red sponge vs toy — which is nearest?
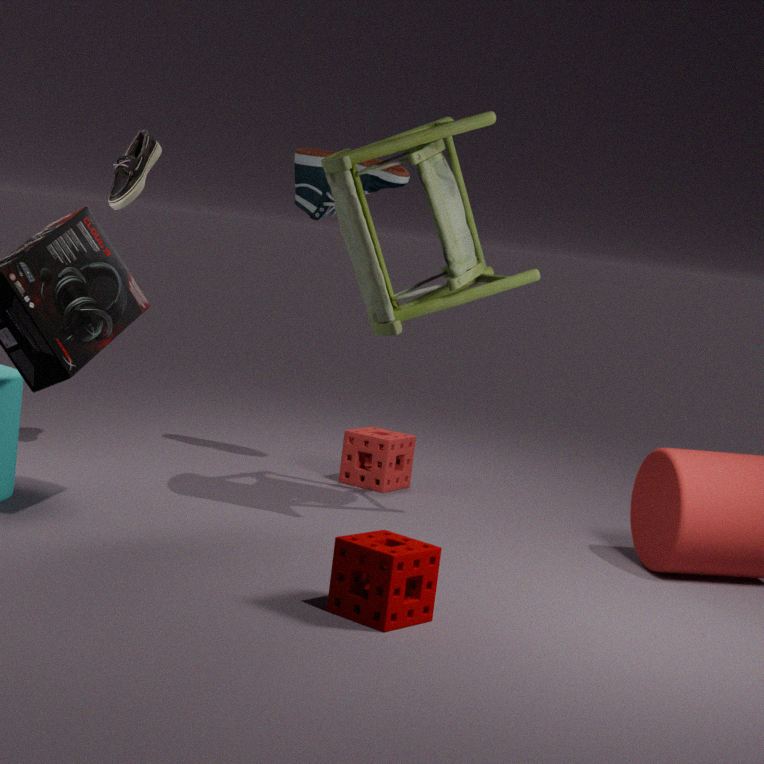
toy
